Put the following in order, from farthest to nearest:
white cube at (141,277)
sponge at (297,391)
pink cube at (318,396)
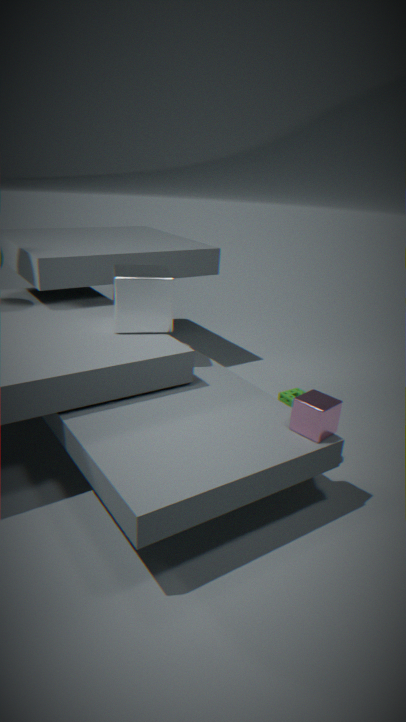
sponge at (297,391) < white cube at (141,277) < pink cube at (318,396)
